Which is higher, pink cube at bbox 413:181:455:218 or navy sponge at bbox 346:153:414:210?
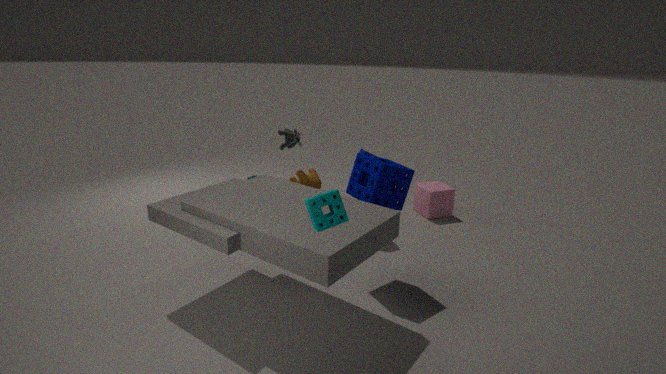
navy sponge at bbox 346:153:414:210
